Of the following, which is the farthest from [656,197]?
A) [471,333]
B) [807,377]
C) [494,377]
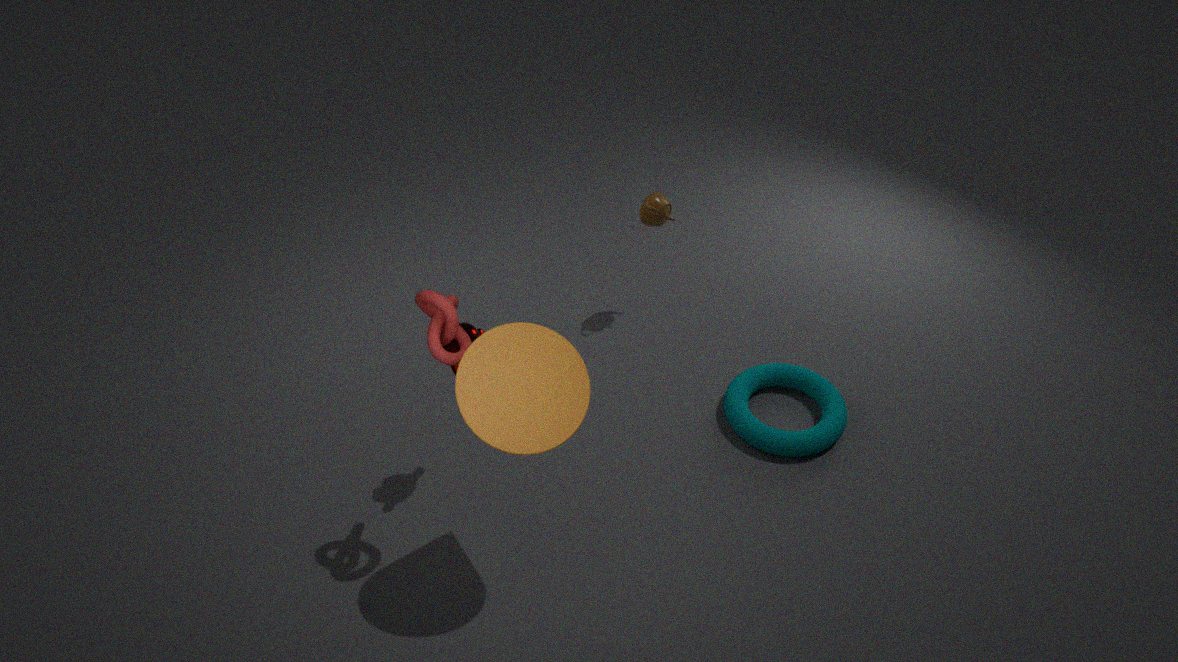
[494,377]
